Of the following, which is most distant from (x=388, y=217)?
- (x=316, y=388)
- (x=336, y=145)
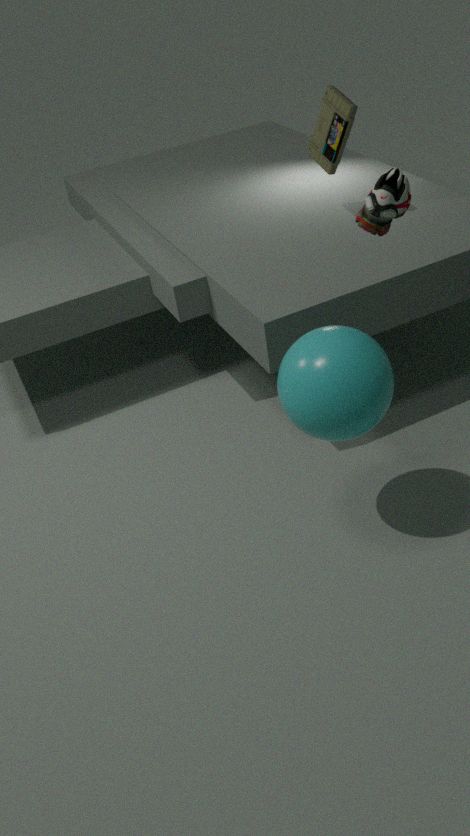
(x=336, y=145)
